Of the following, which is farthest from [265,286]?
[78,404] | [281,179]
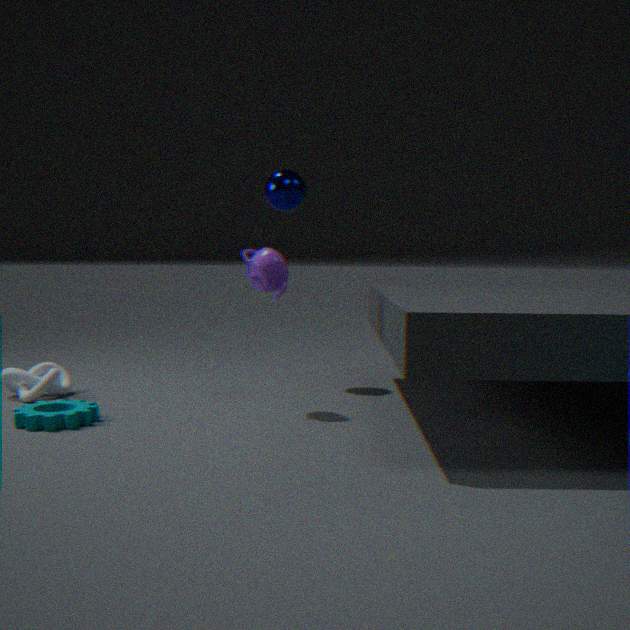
[78,404]
